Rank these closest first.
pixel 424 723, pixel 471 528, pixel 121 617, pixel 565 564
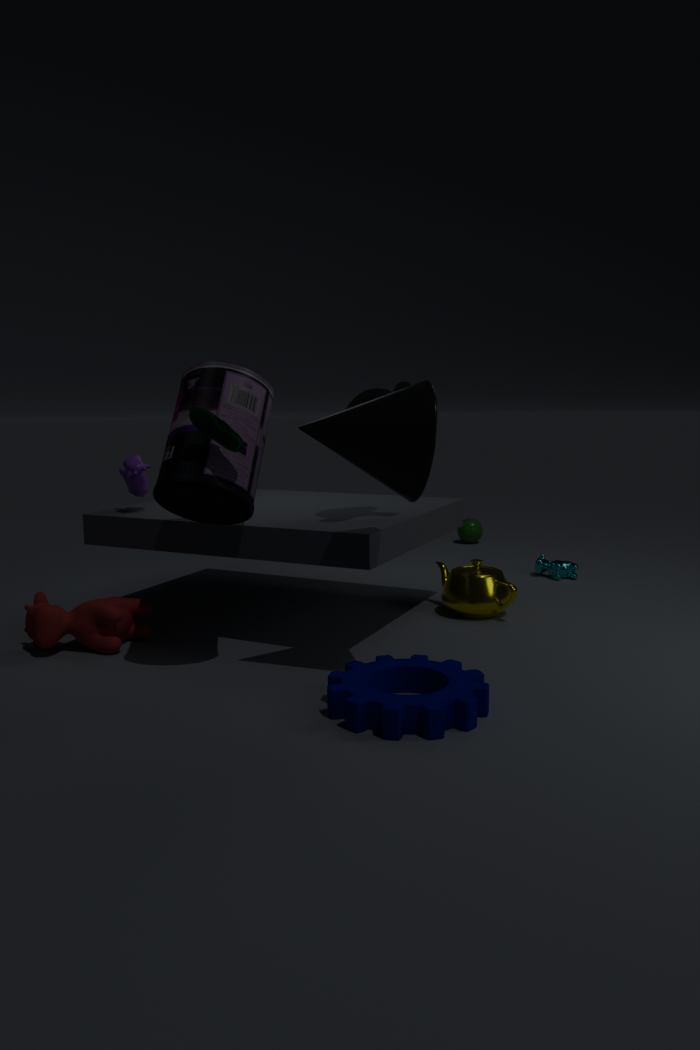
pixel 424 723, pixel 121 617, pixel 565 564, pixel 471 528
